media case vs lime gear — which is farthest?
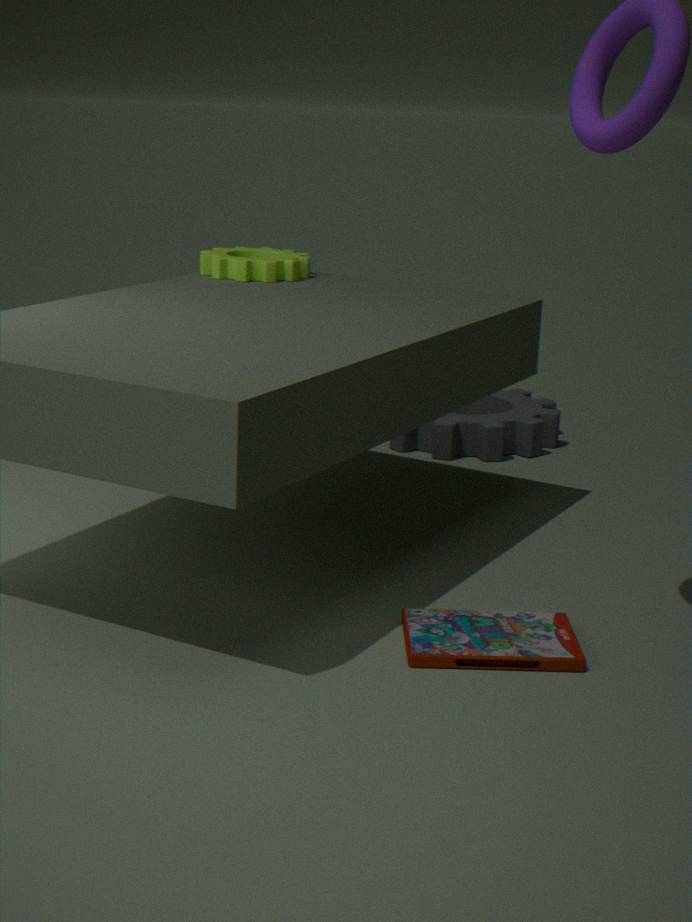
lime gear
